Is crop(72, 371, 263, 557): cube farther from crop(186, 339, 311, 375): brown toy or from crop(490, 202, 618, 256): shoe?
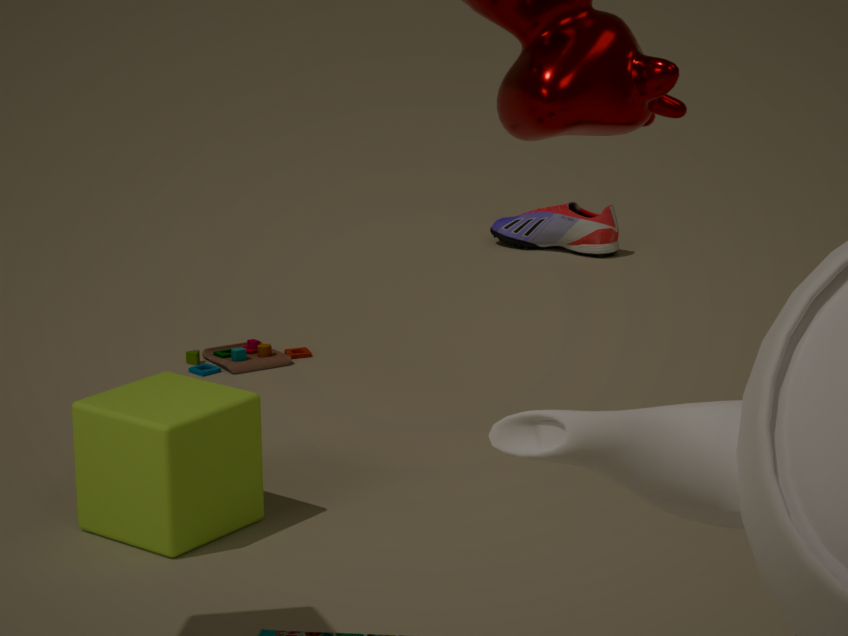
A: crop(490, 202, 618, 256): shoe
